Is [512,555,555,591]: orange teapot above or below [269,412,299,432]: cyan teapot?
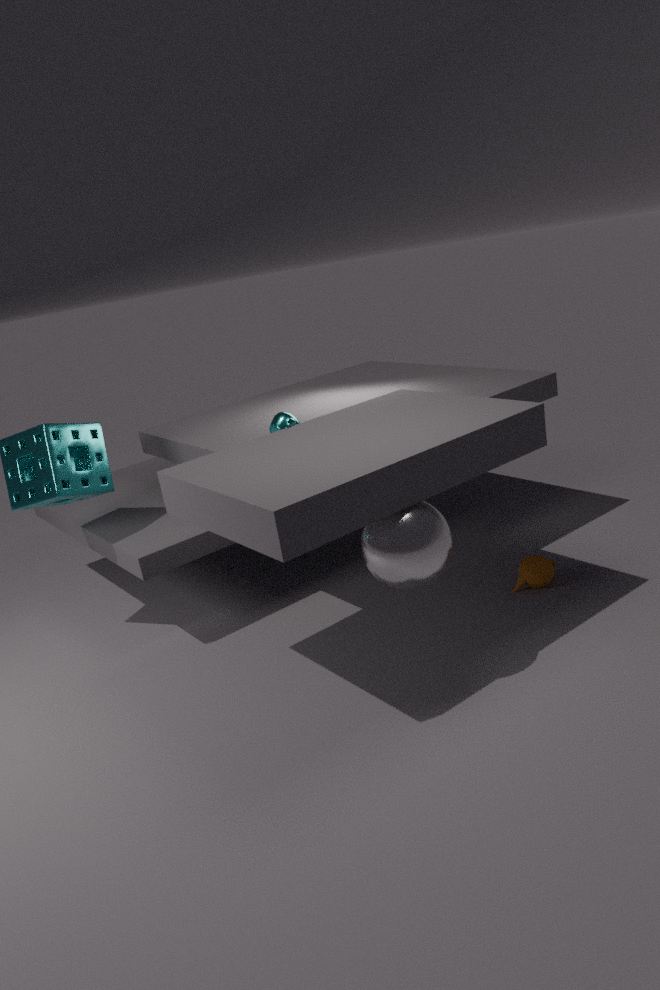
below
